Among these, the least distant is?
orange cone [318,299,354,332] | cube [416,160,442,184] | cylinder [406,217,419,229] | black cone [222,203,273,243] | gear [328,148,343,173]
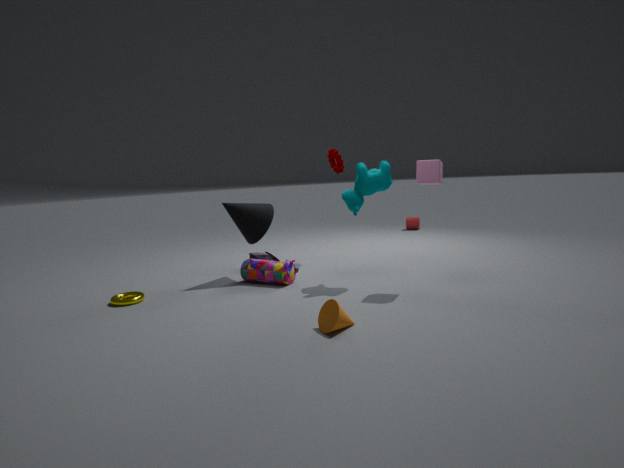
orange cone [318,299,354,332]
